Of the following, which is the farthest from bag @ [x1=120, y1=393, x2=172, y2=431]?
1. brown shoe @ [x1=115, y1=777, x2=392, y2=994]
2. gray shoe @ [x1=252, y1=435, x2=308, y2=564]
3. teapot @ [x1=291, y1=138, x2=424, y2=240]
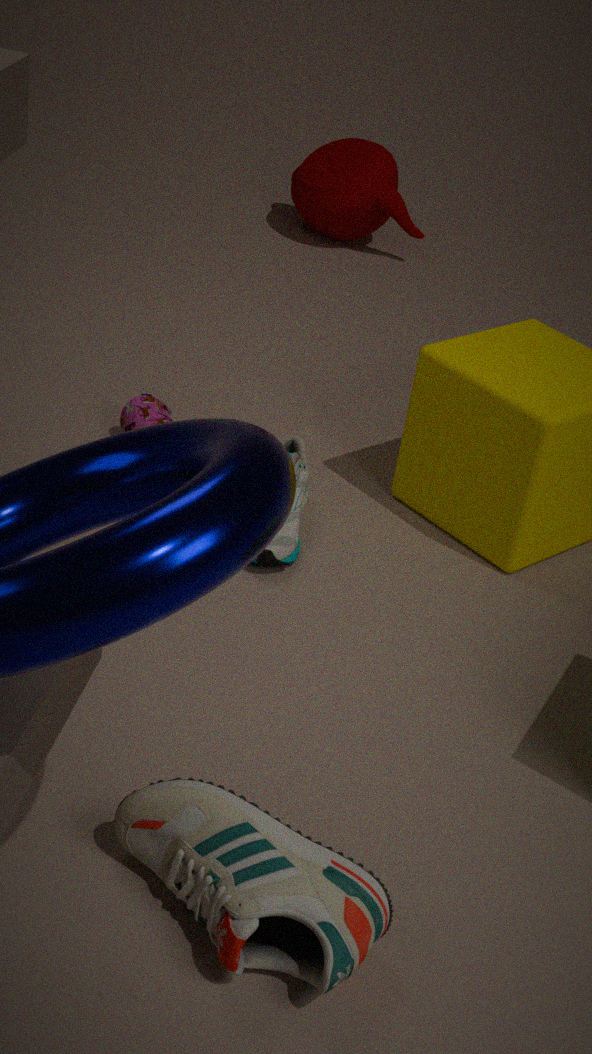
teapot @ [x1=291, y1=138, x2=424, y2=240]
